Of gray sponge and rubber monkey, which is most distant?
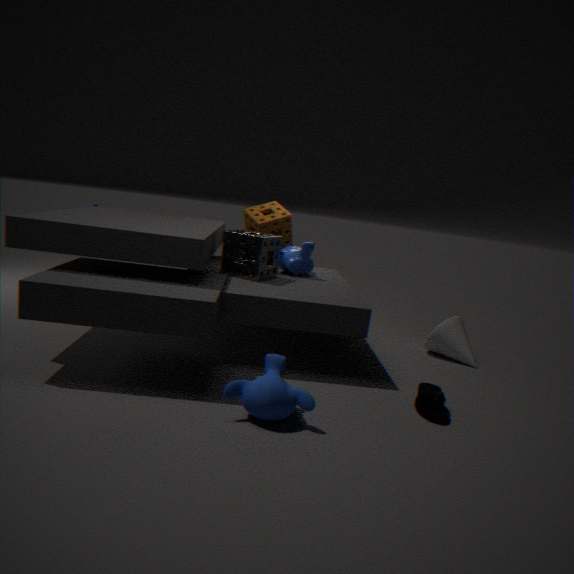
gray sponge
